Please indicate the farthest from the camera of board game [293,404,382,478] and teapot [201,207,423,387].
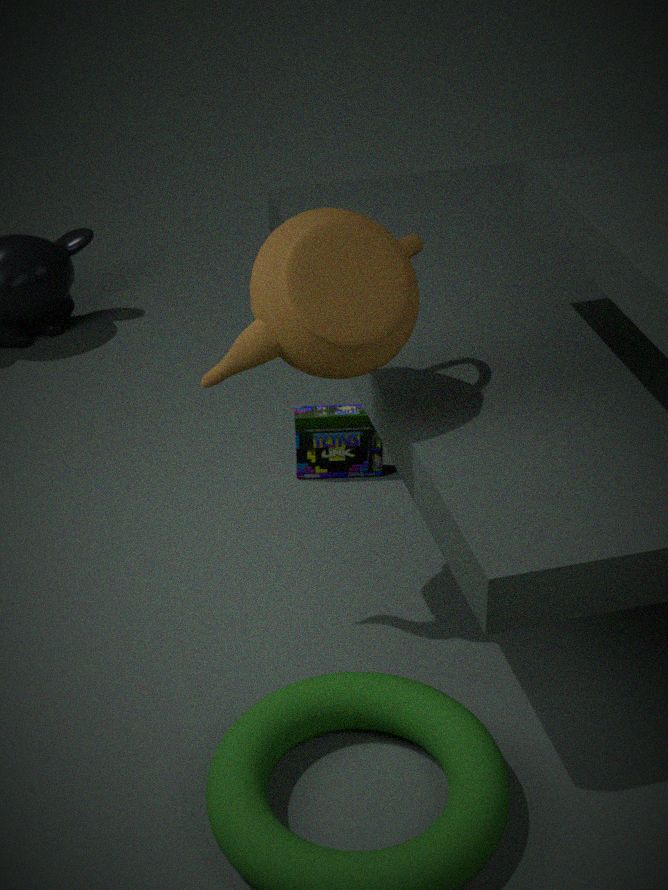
board game [293,404,382,478]
